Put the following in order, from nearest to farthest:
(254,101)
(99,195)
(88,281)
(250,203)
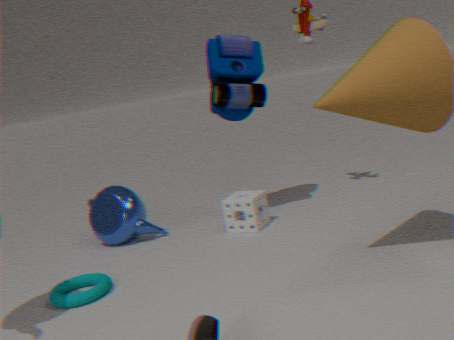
1. (88,281)
2. (250,203)
3. (254,101)
4. (99,195)
